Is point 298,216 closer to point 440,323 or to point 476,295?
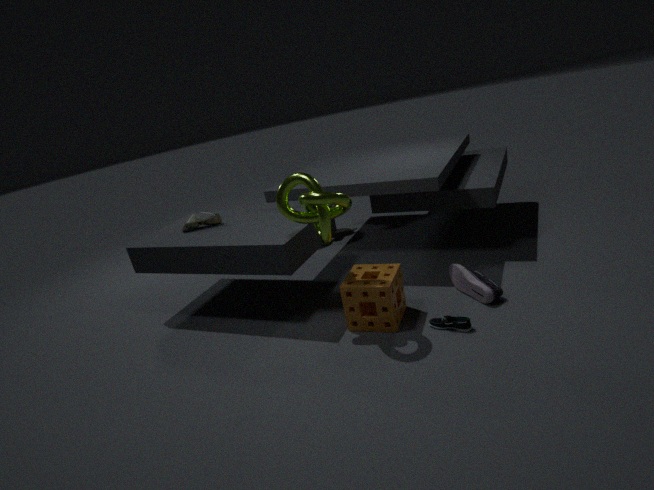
point 440,323
